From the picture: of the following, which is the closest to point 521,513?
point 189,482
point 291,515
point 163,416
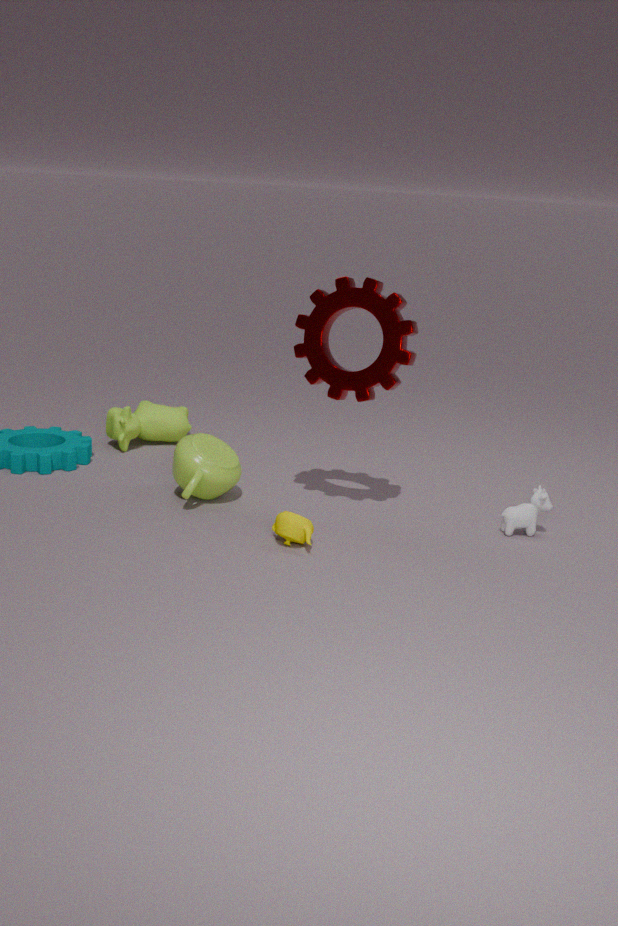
point 291,515
